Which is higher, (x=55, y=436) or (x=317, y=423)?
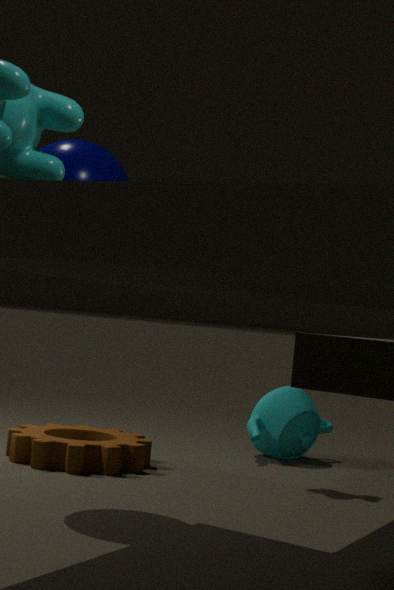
(x=317, y=423)
